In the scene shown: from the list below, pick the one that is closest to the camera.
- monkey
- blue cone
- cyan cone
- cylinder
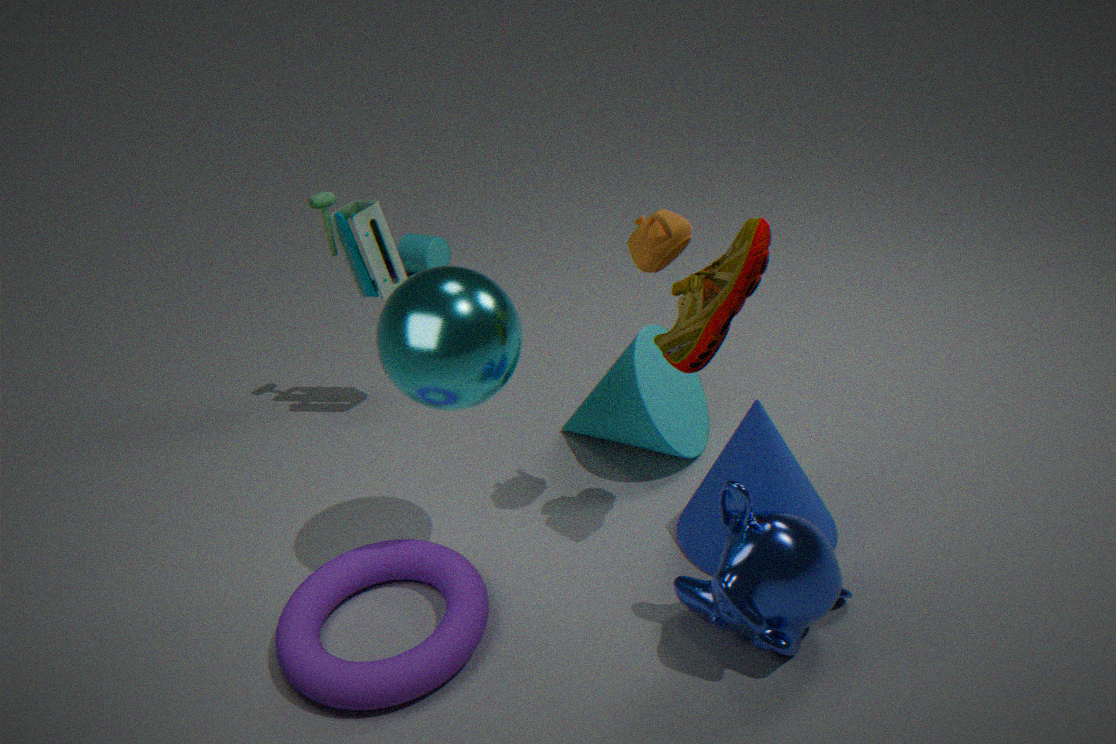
monkey
